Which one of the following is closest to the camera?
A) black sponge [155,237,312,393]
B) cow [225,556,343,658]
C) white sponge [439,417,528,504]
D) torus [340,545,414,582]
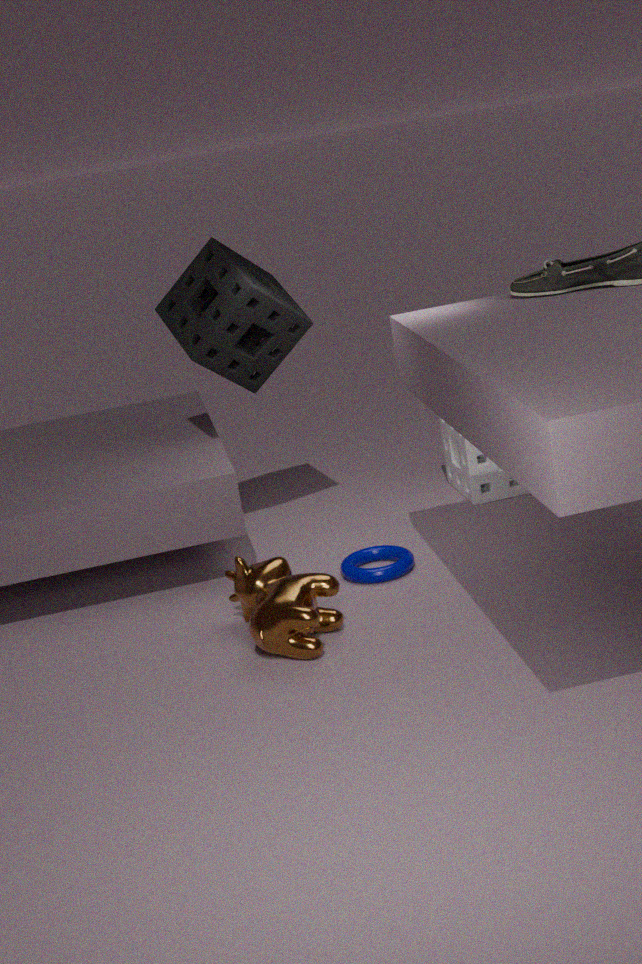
cow [225,556,343,658]
